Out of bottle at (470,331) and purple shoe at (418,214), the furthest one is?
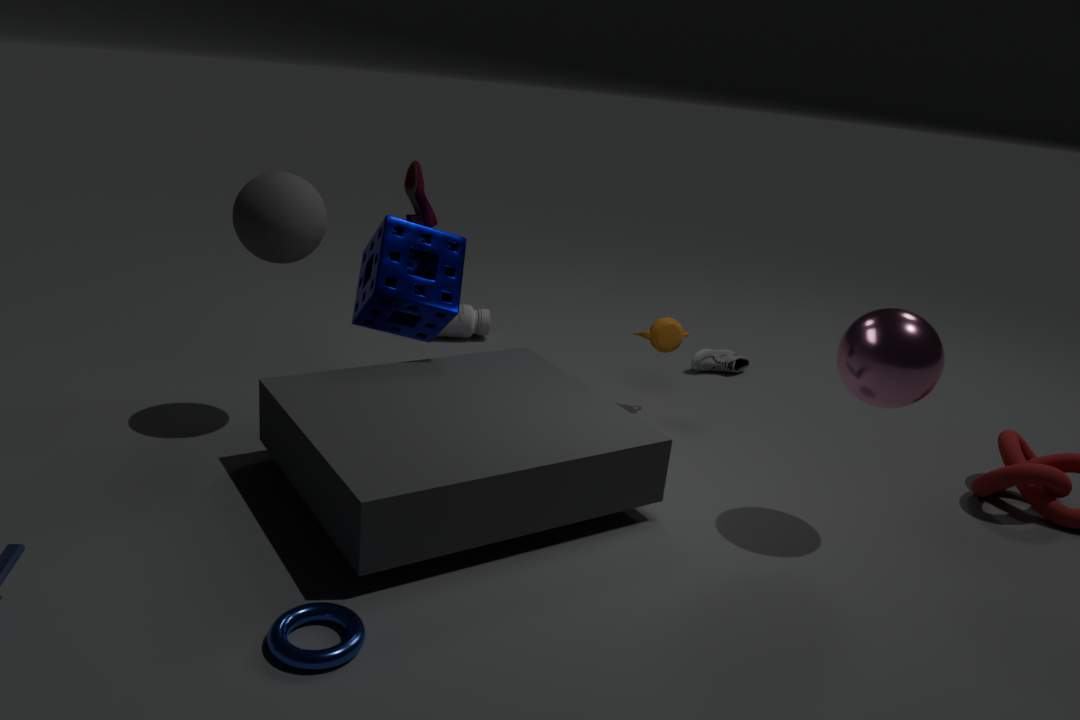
bottle at (470,331)
